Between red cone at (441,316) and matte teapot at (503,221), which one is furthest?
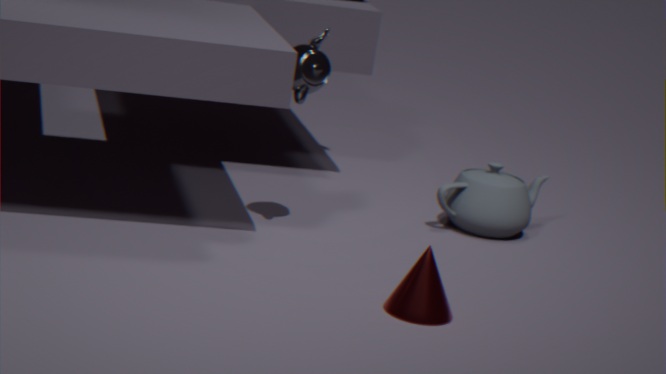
matte teapot at (503,221)
